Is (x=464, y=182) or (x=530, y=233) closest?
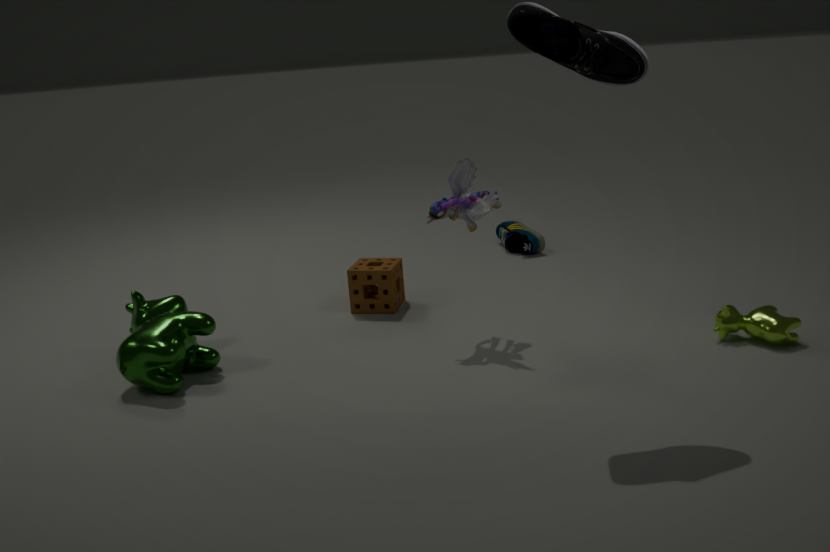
(x=464, y=182)
